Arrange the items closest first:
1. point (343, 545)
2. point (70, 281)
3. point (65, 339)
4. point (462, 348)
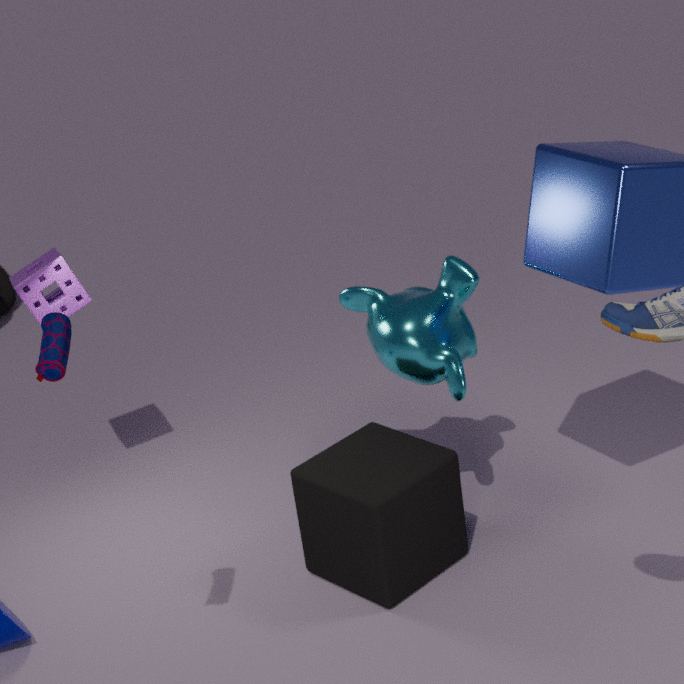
point (65, 339)
point (343, 545)
point (462, 348)
point (70, 281)
